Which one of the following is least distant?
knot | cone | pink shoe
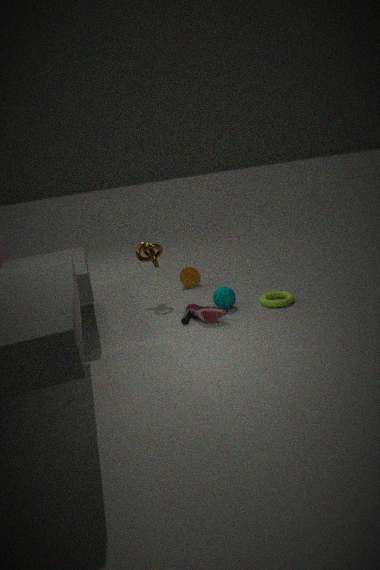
pink shoe
